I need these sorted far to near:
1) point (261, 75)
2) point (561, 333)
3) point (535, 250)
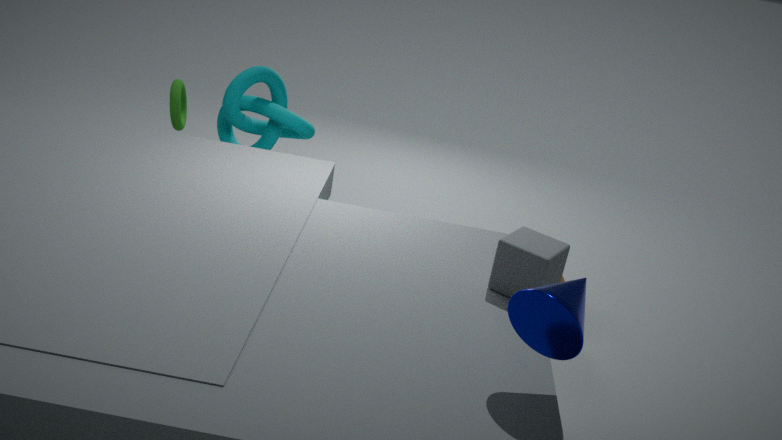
1. point (261, 75)
3. point (535, 250)
2. point (561, 333)
